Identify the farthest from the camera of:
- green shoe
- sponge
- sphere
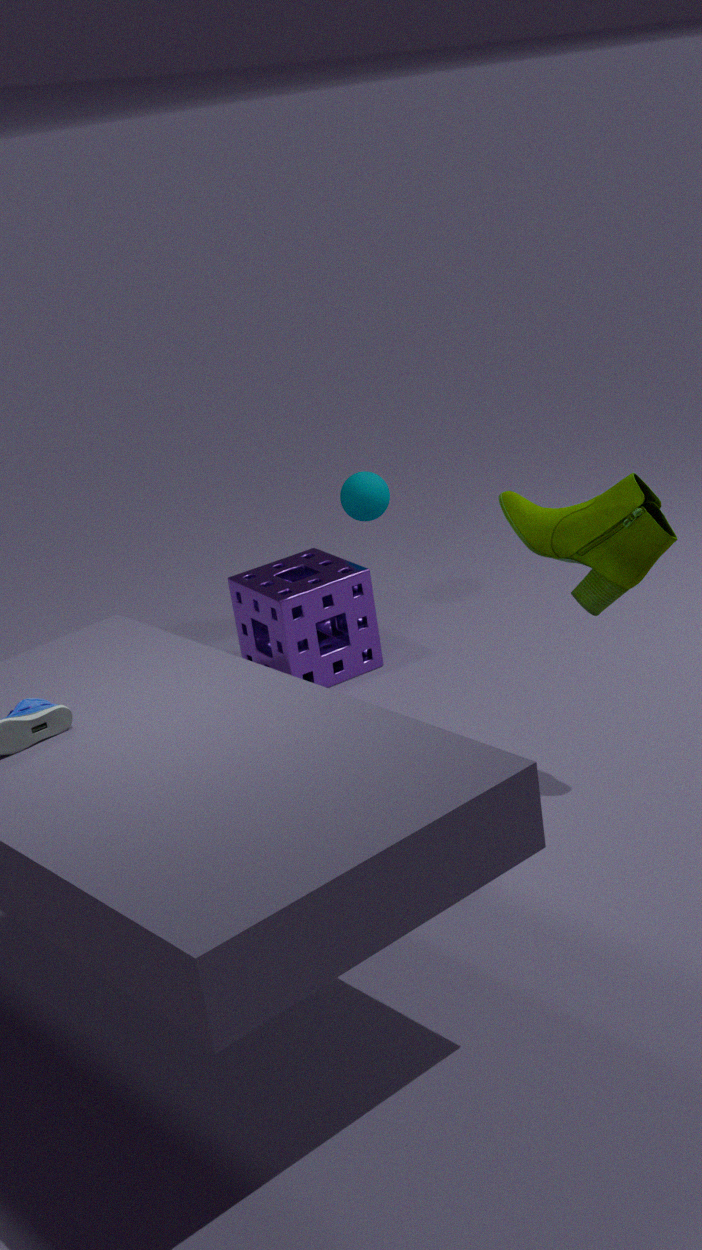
sphere
